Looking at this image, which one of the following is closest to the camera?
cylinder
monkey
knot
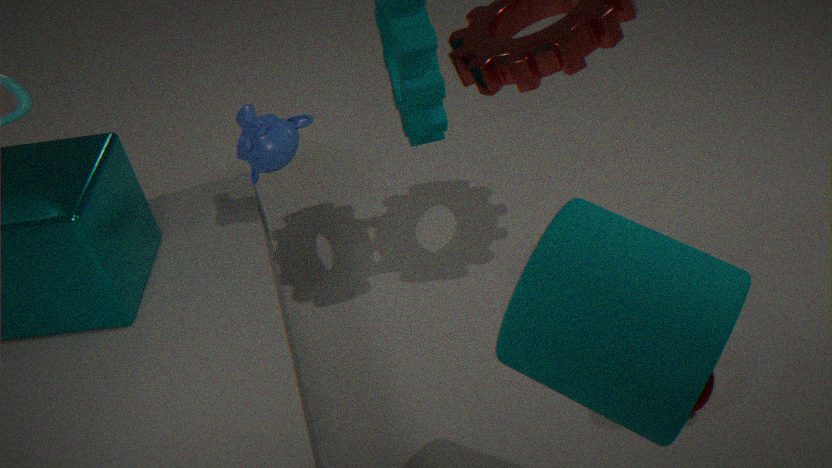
cylinder
